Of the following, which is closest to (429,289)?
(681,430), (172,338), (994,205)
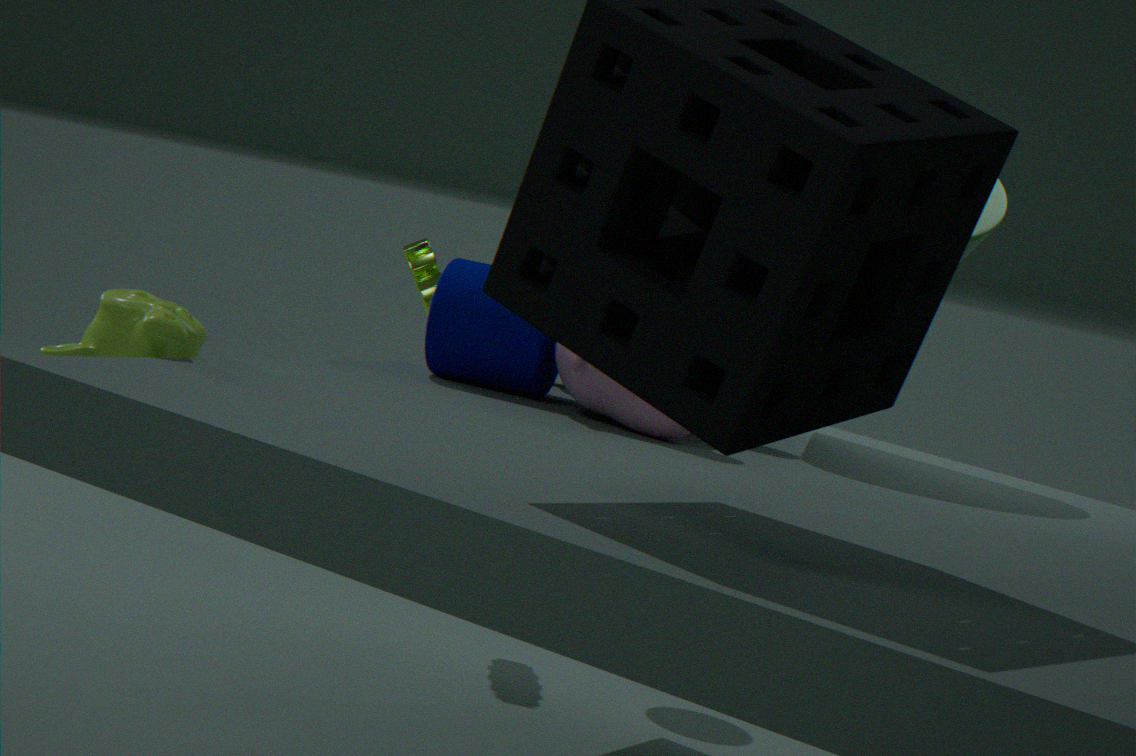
(681,430)
